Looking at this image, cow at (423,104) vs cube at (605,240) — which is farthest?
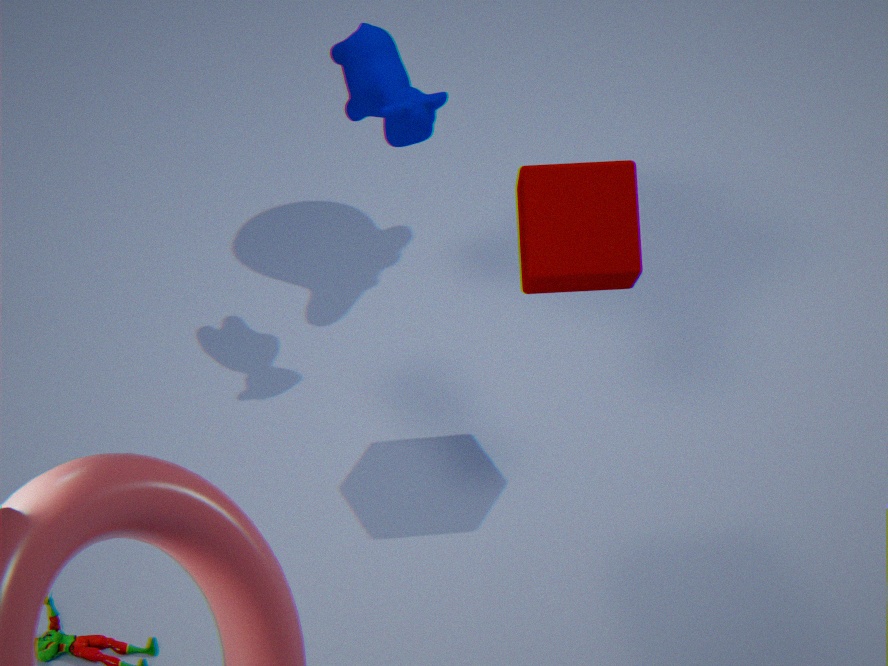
cow at (423,104)
